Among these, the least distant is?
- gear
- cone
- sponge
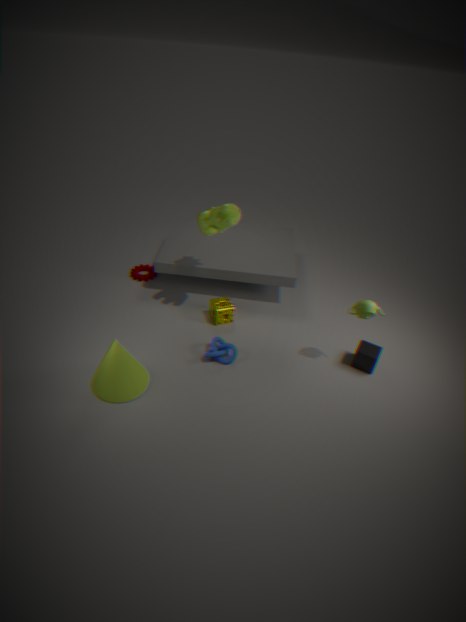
Result: cone
